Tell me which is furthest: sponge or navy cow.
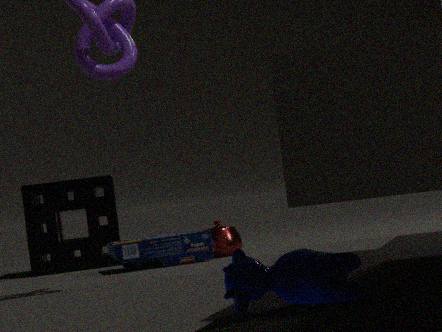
sponge
